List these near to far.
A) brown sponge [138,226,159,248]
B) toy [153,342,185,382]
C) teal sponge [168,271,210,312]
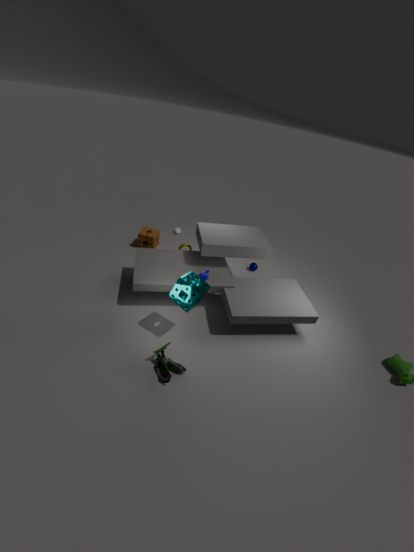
toy [153,342,185,382] → teal sponge [168,271,210,312] → brown sponge [138,226,159,248]
